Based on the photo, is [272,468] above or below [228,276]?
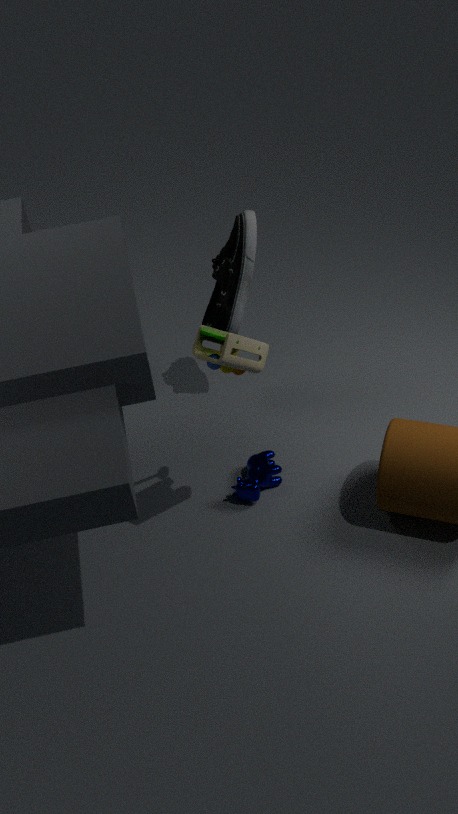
below
